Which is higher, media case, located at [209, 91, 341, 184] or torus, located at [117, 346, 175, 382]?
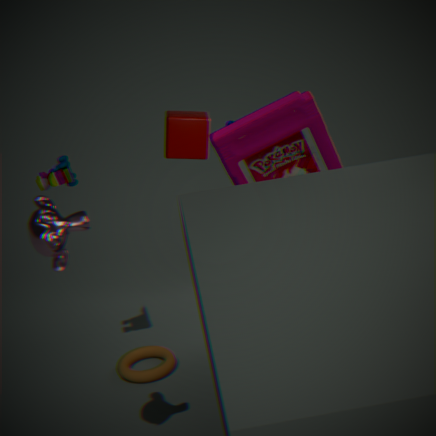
media case, located at [209, 91, 341, 184]
